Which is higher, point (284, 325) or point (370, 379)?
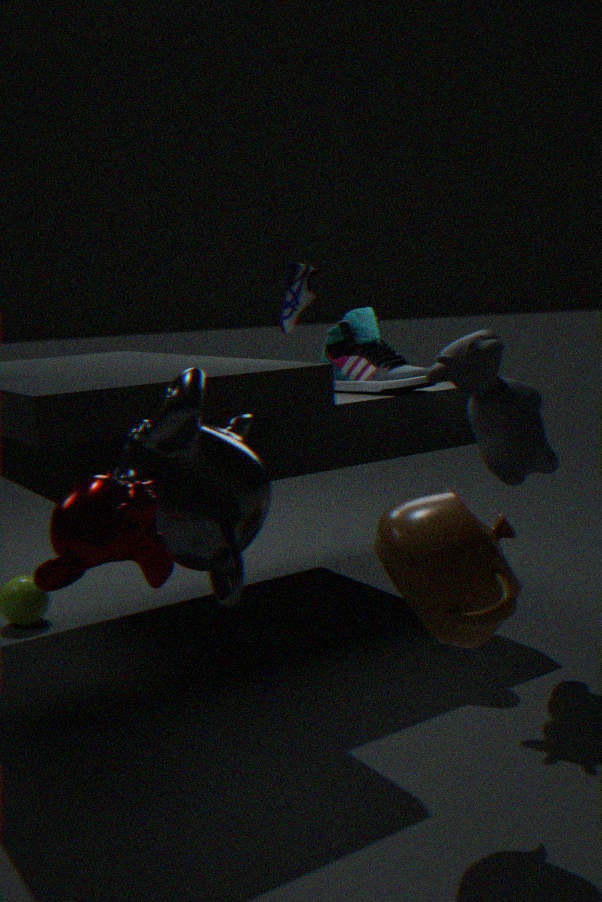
point (284, 325)
